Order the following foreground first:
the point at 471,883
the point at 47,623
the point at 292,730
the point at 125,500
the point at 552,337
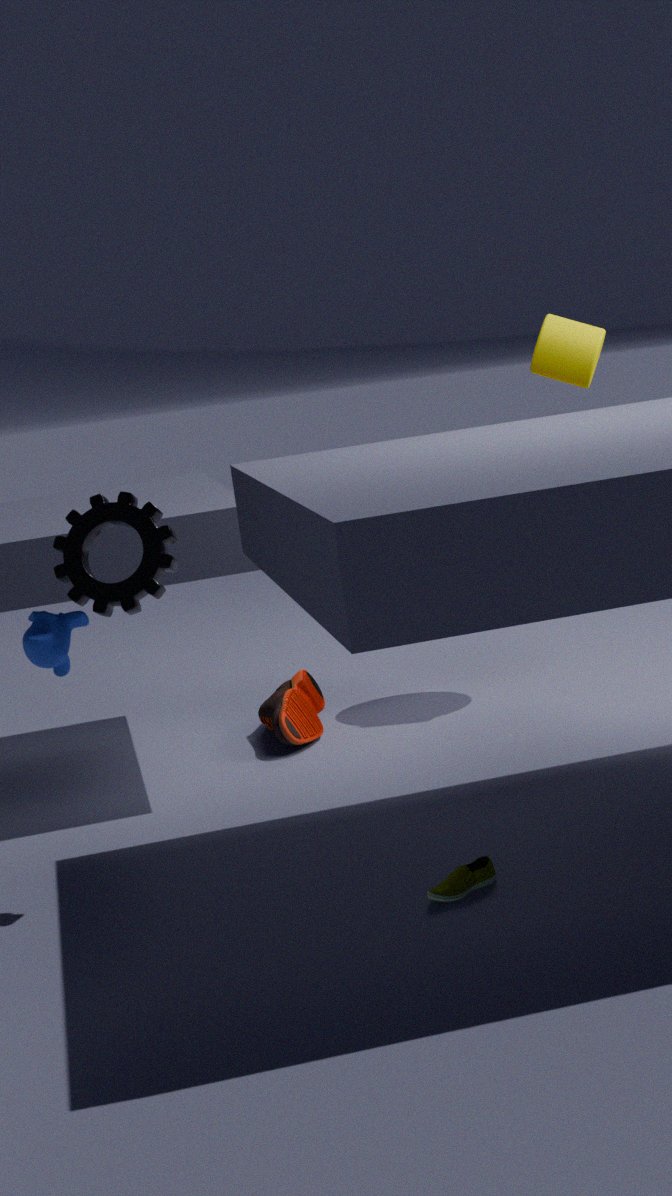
the point at 471,883, the point at 125,500, the point at 47,623, the point at 292,730, the point at 552,337
